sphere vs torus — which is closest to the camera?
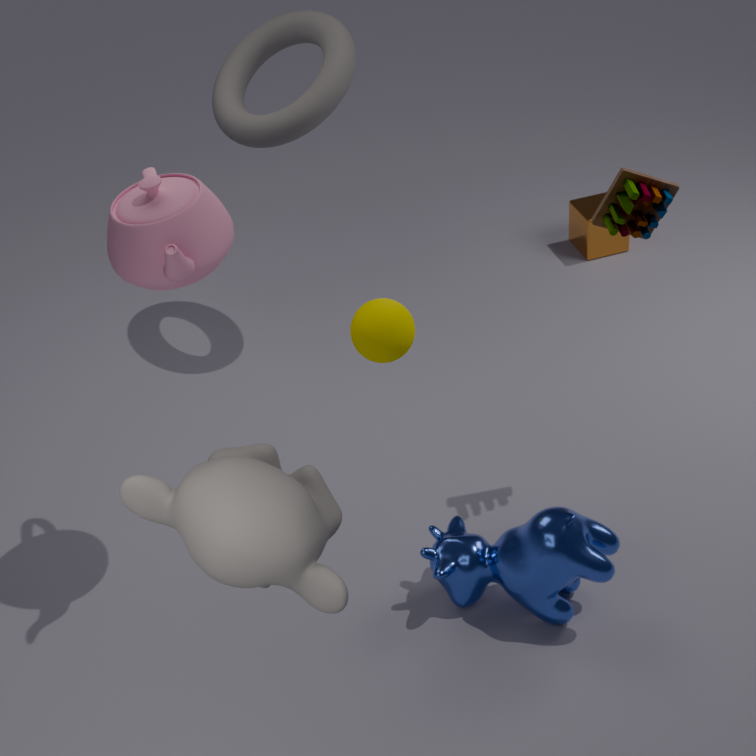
sphere
